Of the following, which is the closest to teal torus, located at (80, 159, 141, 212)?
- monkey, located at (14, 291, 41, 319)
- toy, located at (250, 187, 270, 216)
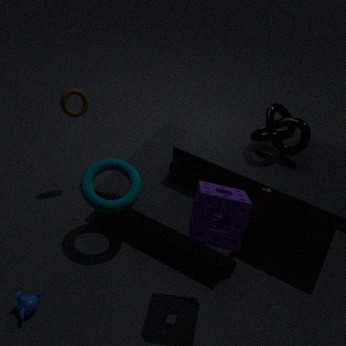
monkey, located at (14, 291, 41, 319)
